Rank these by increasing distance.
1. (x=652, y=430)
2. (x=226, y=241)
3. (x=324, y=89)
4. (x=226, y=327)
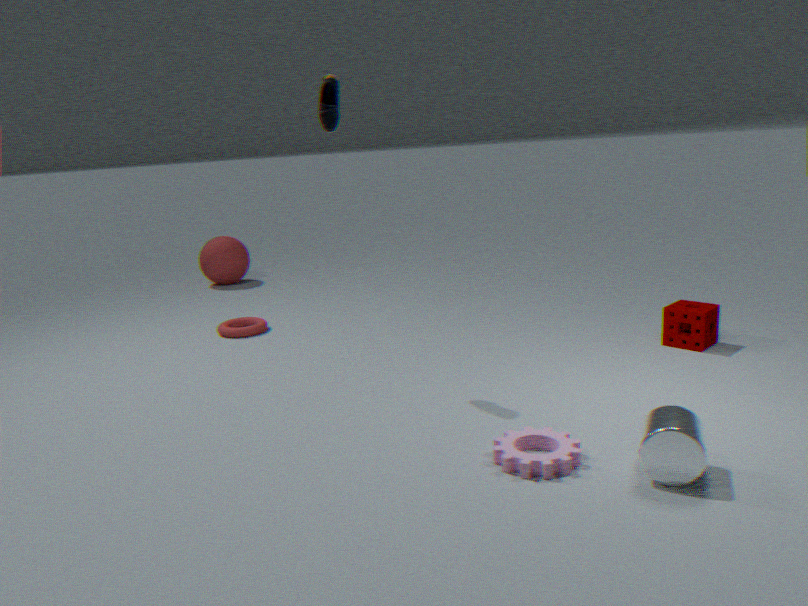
1. (x=652, y=430)
2. (x=324, y=89)
3. (x=226, y=327)
4. (x=226, y=241)
